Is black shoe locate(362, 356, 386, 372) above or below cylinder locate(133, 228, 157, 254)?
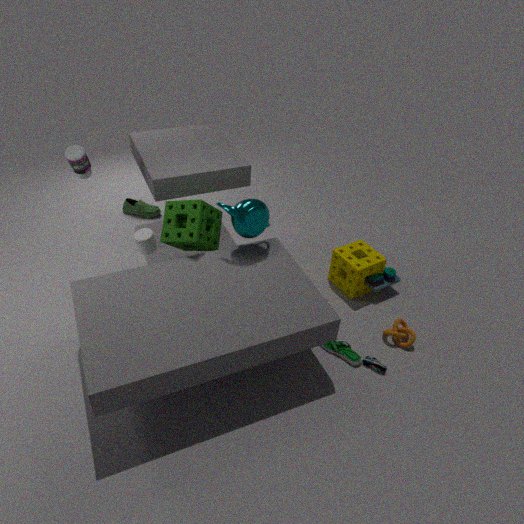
below
